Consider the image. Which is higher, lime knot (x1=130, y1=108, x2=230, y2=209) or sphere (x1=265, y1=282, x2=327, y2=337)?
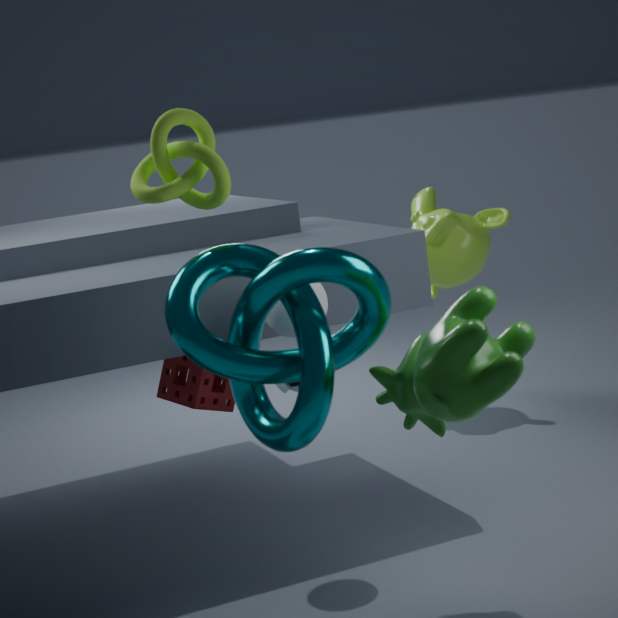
lime knot (x1=130, y1=108, x2=230, y2=209)
